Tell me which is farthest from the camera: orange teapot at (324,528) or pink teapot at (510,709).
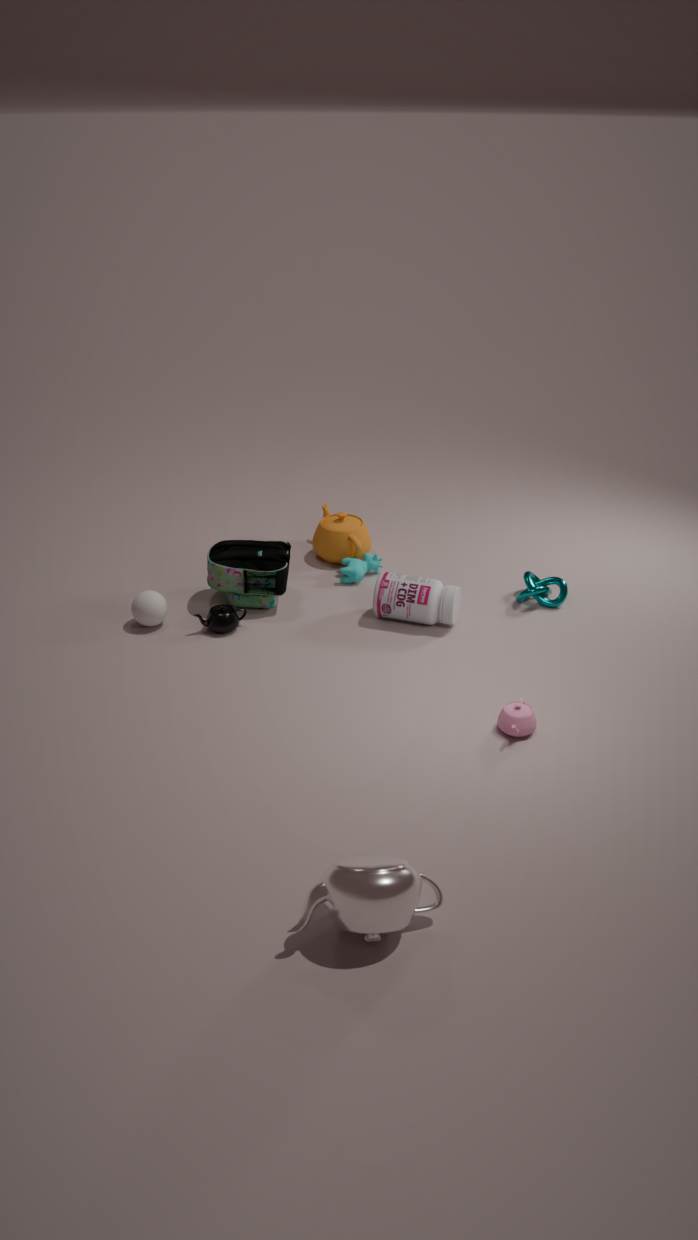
orange teapot at (324,528)
